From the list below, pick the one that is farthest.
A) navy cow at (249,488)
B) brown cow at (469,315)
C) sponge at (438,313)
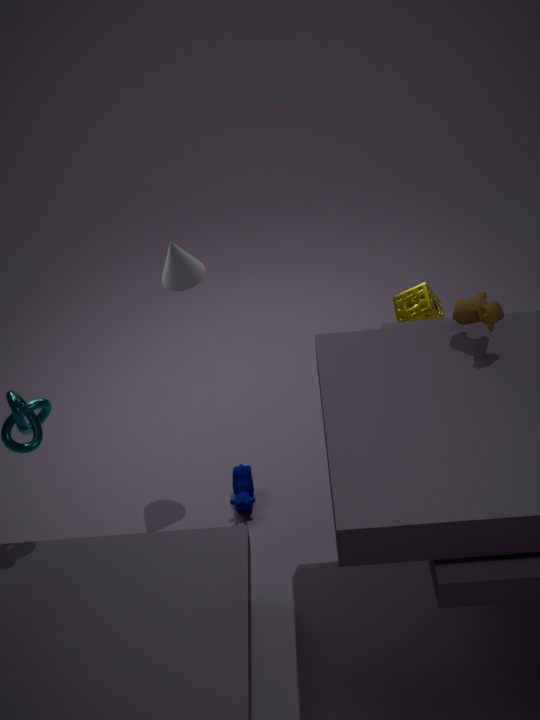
sponge at (438,313)
